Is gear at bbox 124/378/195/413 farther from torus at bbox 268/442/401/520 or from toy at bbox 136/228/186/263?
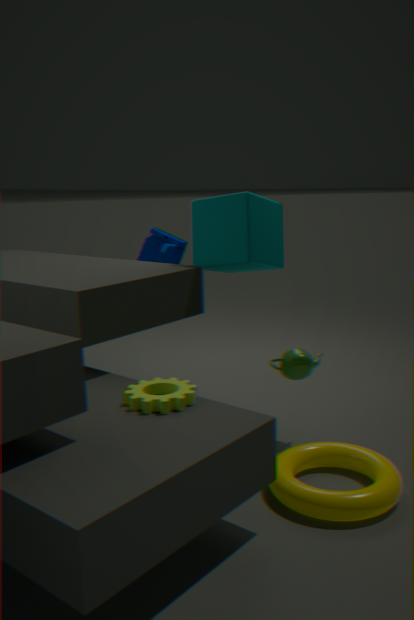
toy at bbox 136/228/186/263
